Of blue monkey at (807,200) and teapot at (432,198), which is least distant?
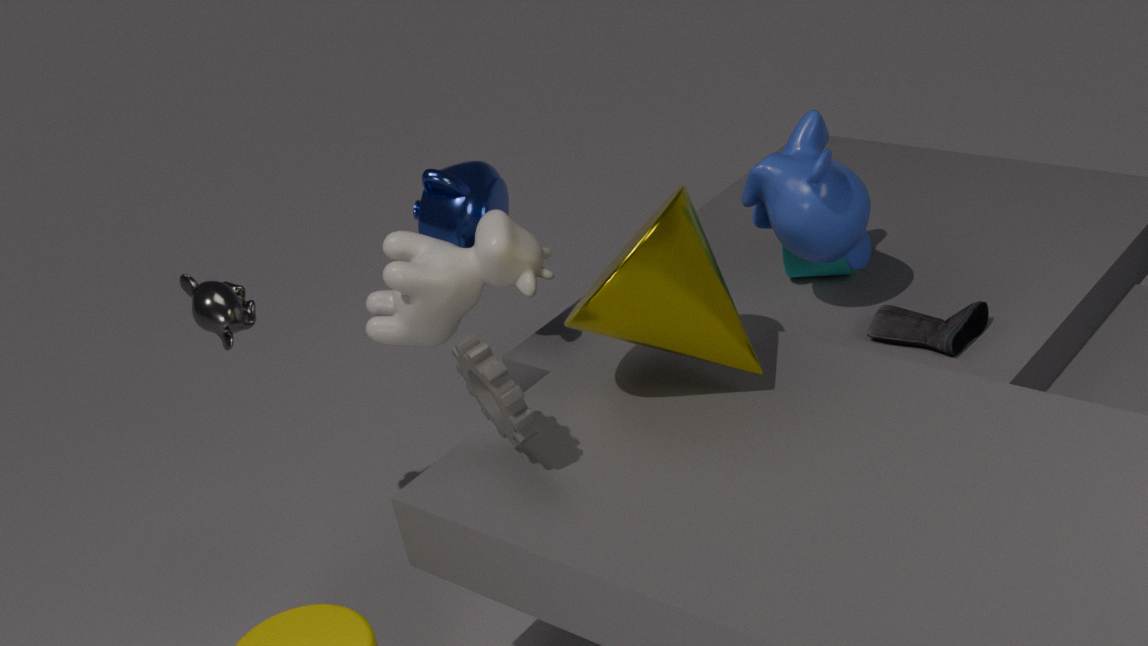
blue monkey at (807,200)
